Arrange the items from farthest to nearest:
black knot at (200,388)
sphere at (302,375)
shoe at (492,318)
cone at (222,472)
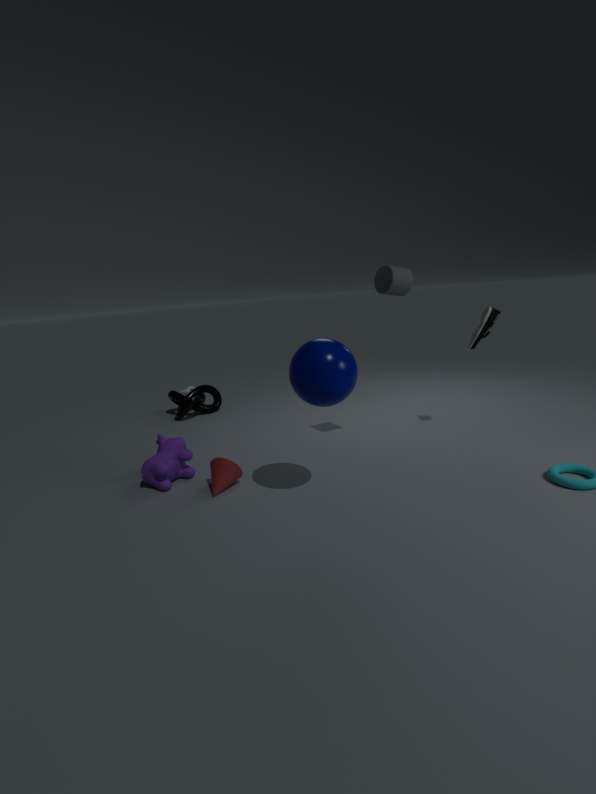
black knot at (200,388), shoe at (492,318), cone at (222,472), sphere at (302,375)
